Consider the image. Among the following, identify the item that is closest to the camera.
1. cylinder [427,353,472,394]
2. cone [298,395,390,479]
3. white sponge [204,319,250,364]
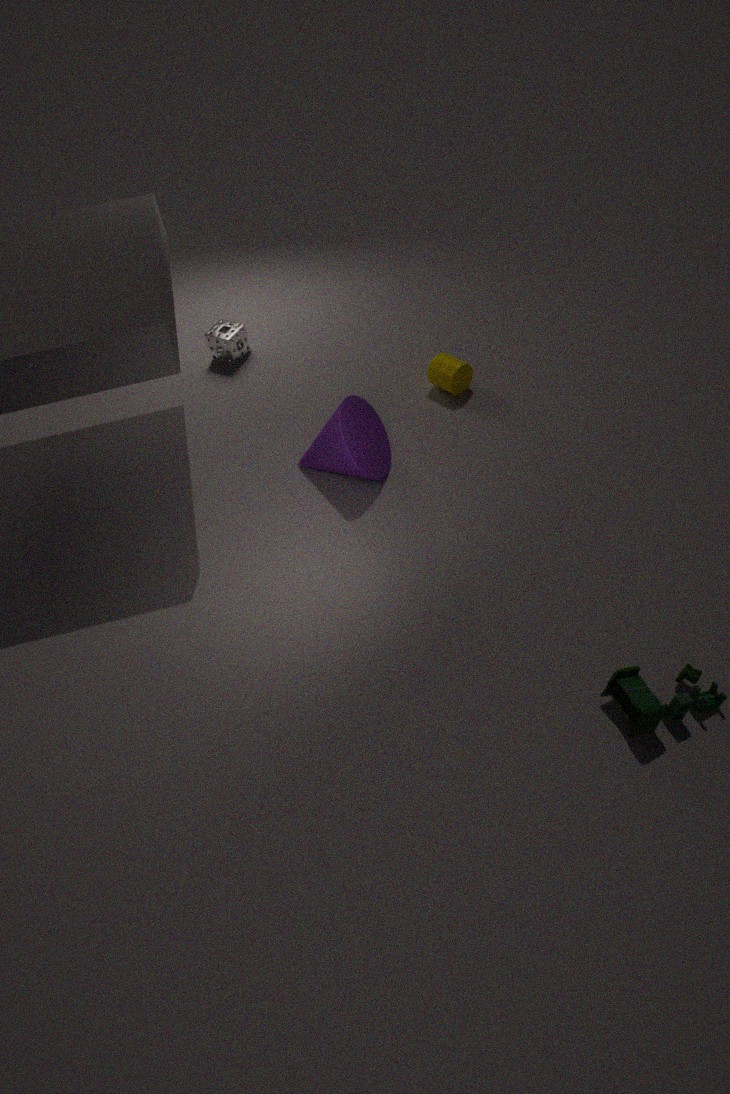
cone [298,395,390,479]
